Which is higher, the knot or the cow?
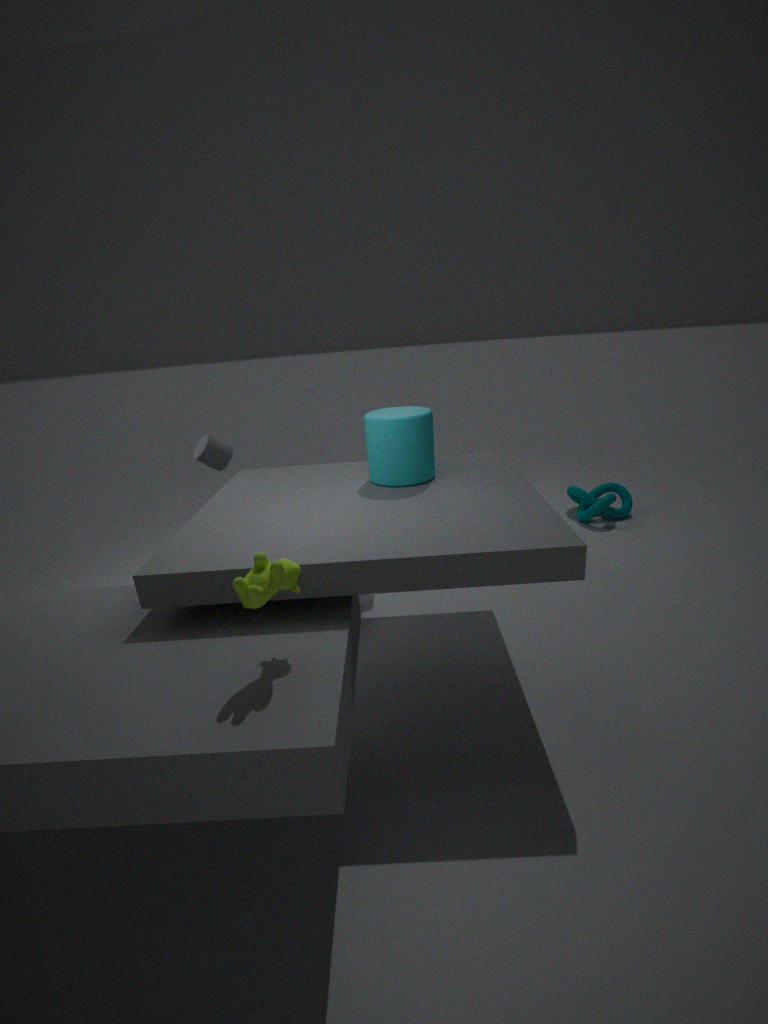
the cow
